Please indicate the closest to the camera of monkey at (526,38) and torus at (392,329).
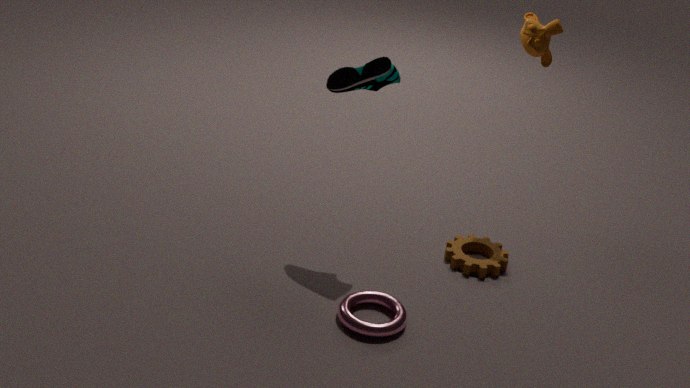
torus at (392,329)
